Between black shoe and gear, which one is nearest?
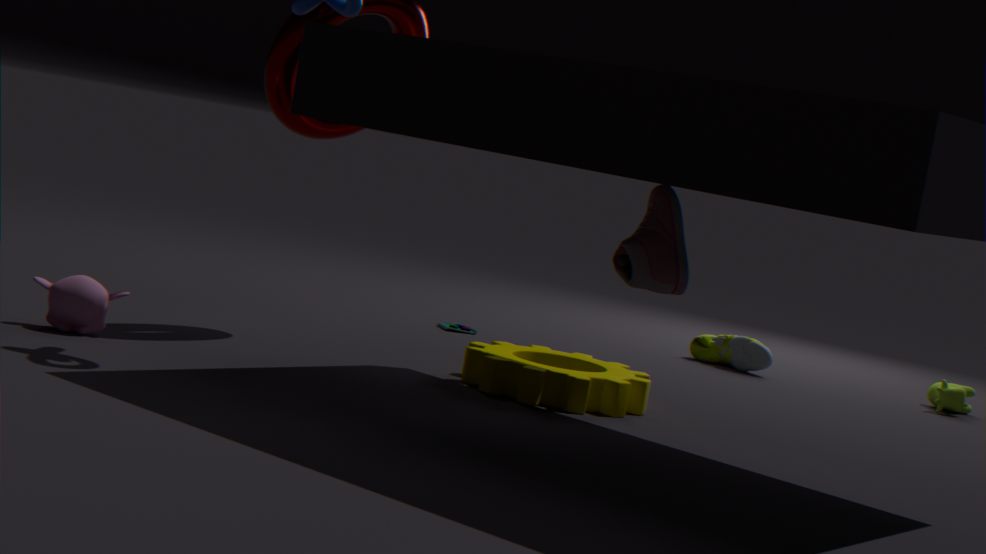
gear
